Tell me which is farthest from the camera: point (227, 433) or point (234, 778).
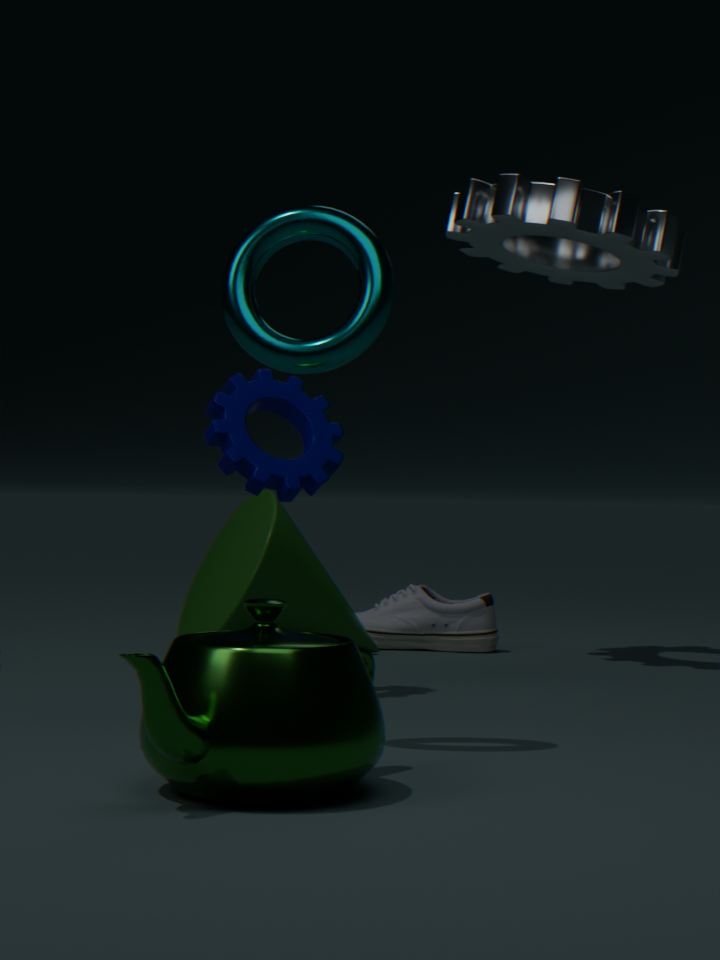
point (227, 433)
